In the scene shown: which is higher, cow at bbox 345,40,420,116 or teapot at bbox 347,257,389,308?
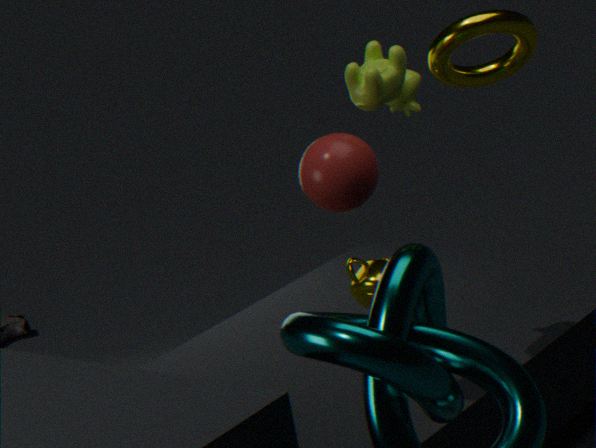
cow at bbox 345,40,420,116
